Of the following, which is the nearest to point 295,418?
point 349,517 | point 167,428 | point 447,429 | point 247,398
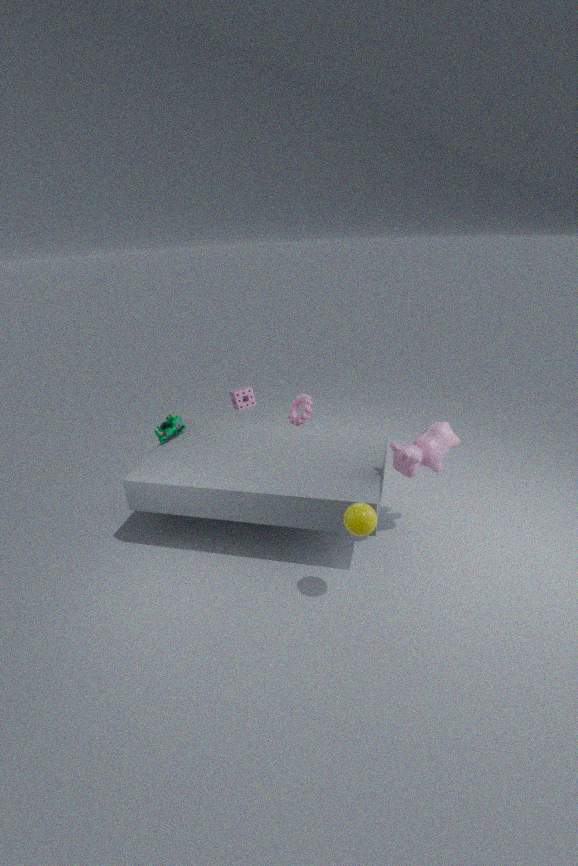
point 247,398
